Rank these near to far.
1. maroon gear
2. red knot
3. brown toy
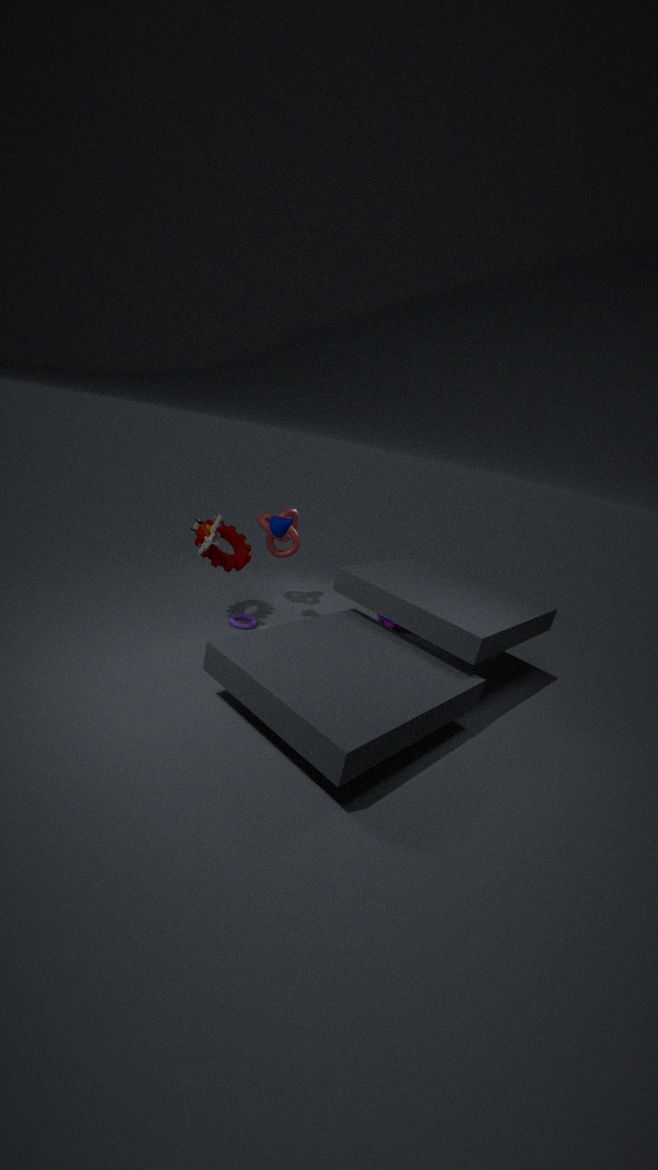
brown toy → maroon gear → red knot
